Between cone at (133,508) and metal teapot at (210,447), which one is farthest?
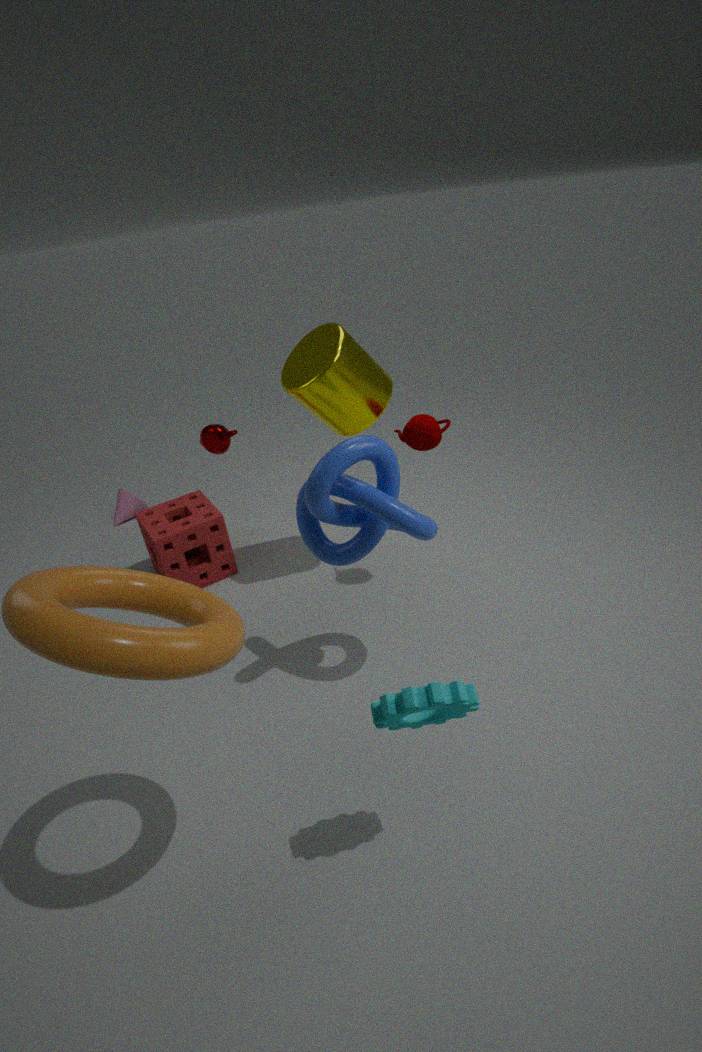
cone at (133,508)
